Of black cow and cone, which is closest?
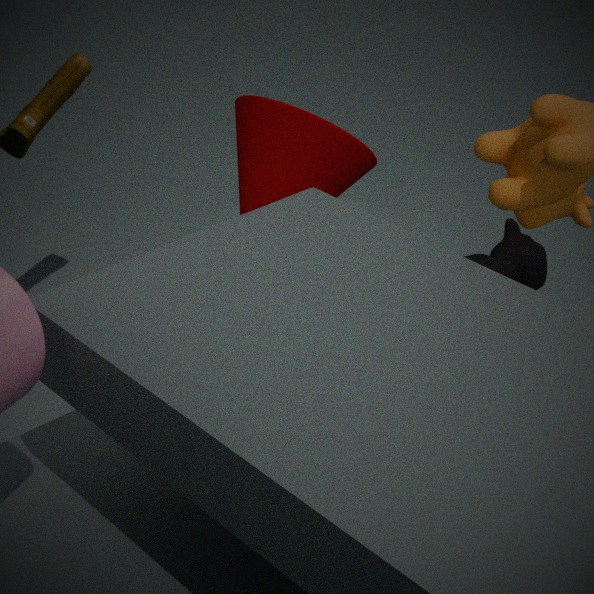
cone
